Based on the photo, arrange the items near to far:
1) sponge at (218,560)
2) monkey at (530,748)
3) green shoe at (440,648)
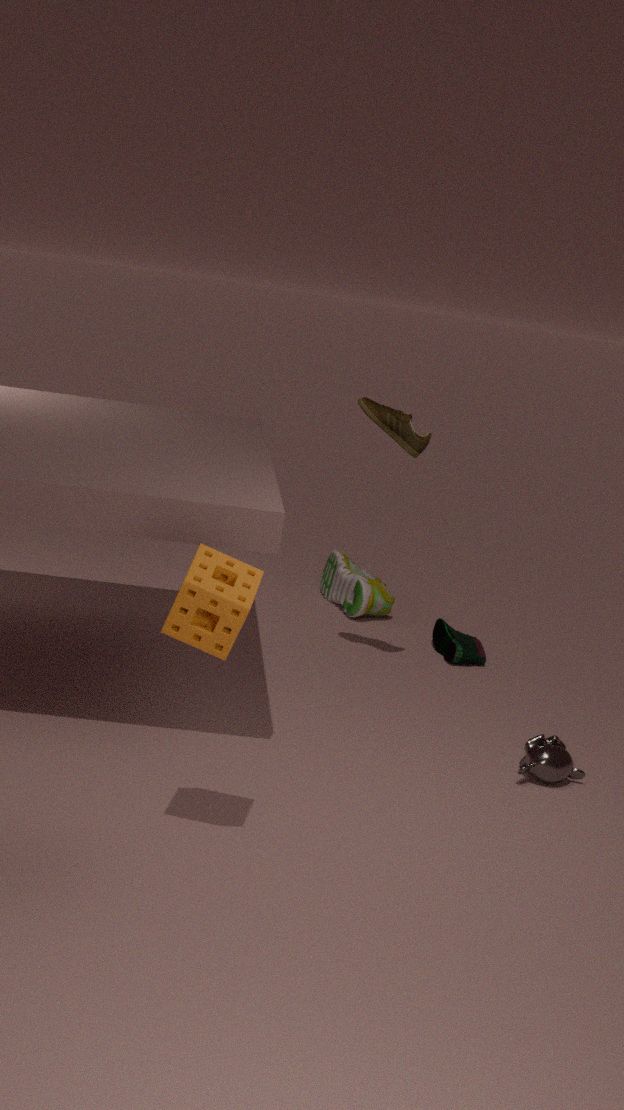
1. sponge at (218,560), 2. monkey at (530,748), 3. green shoe at (440,648)
